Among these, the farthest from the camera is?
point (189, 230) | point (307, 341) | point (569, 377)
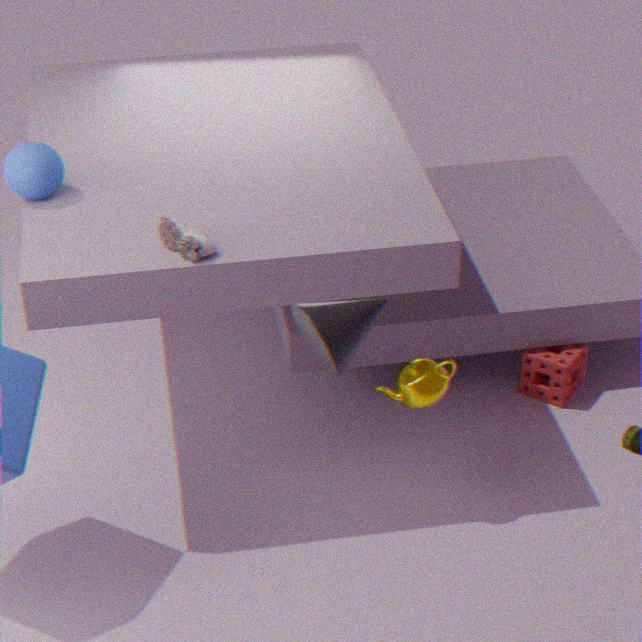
point (569, 377)
